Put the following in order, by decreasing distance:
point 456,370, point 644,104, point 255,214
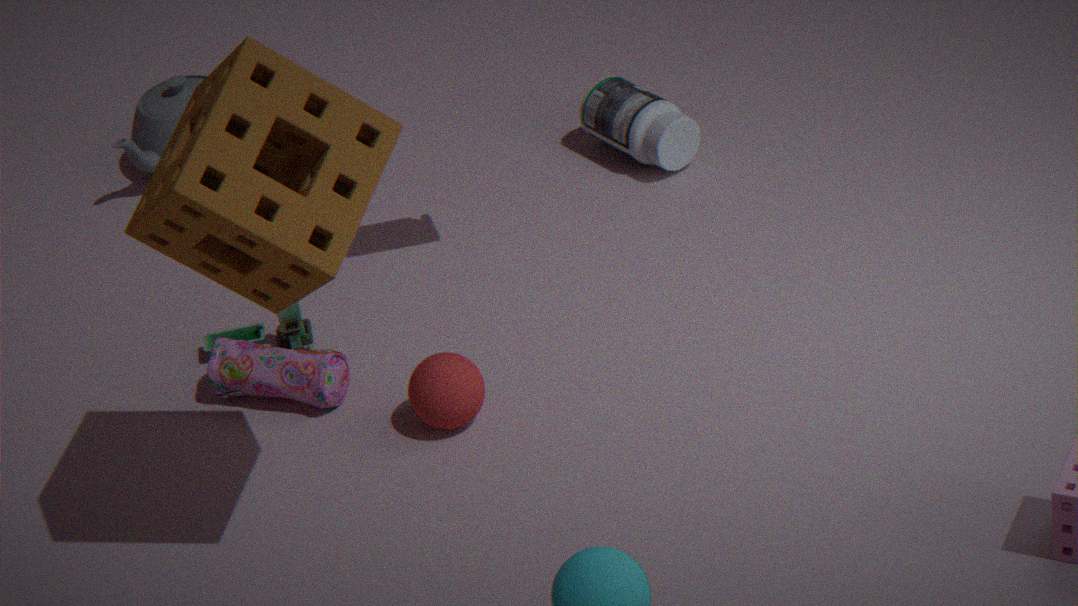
point 644,104 → point 456,370 → point 255,214
